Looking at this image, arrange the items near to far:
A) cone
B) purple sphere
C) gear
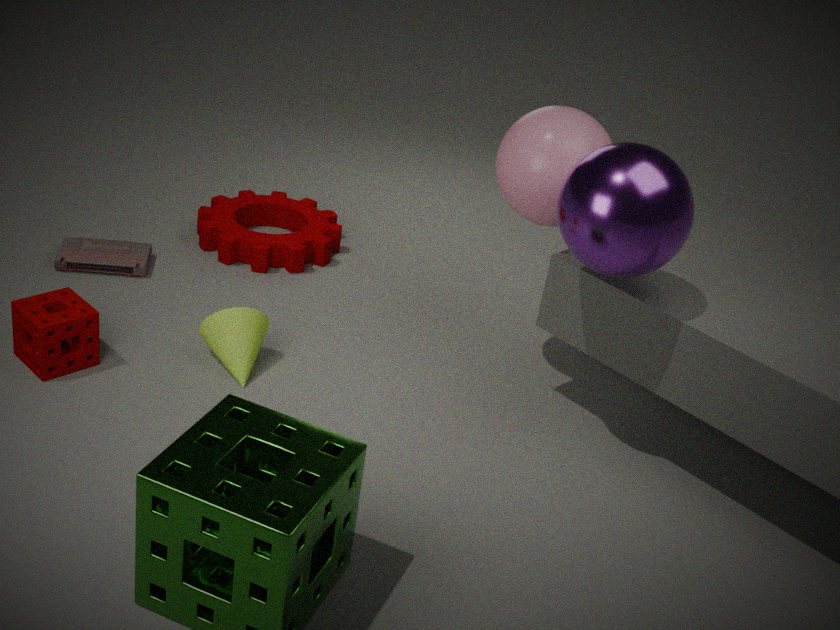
purple sphere
cone
gear
